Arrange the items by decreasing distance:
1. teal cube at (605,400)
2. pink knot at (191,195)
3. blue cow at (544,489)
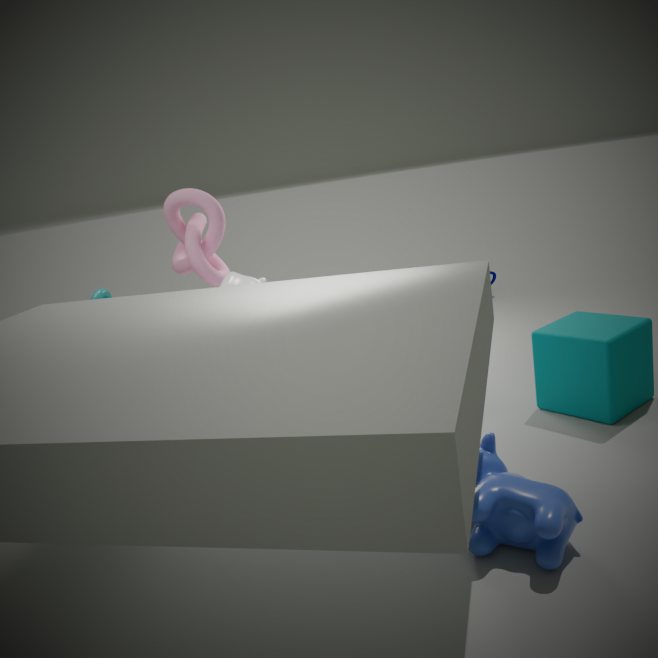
pink knot at (191,195) < teal cube at (605,400) < blue cow at (544,489)
